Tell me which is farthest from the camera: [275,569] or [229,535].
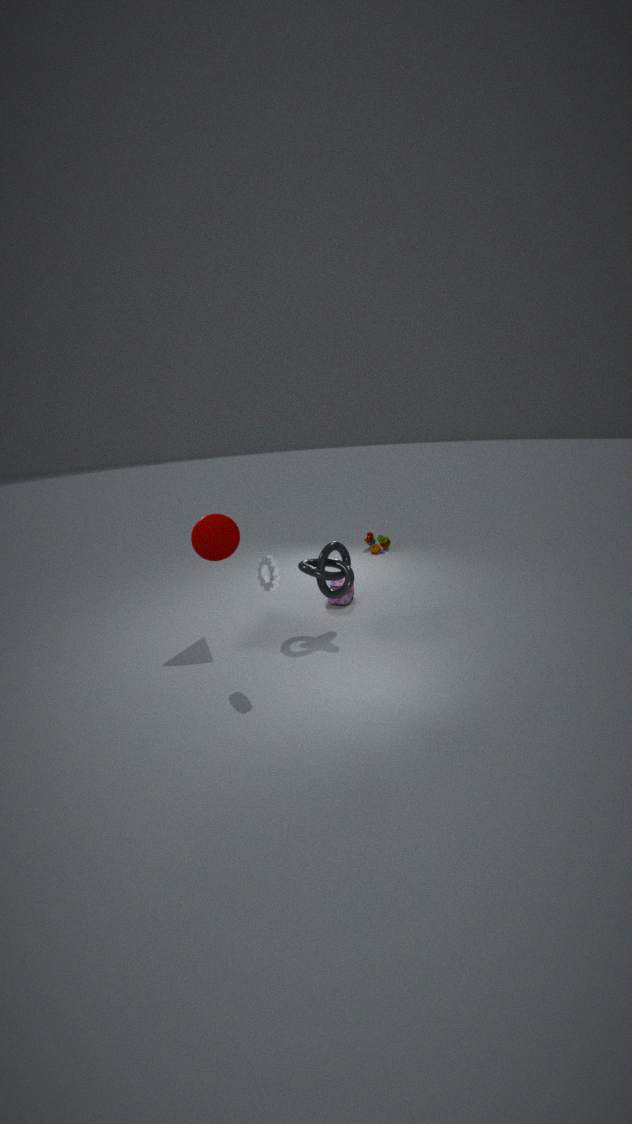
[229,535]
